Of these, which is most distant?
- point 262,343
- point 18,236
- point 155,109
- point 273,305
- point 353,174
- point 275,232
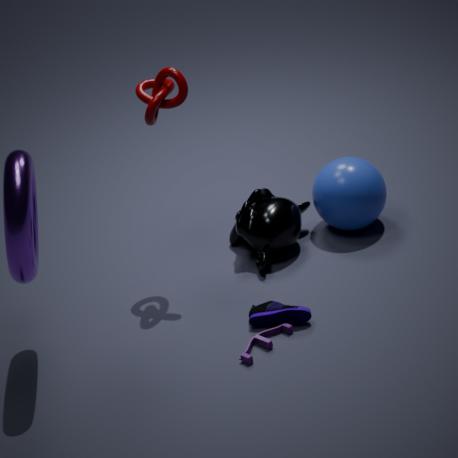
point 353,174
